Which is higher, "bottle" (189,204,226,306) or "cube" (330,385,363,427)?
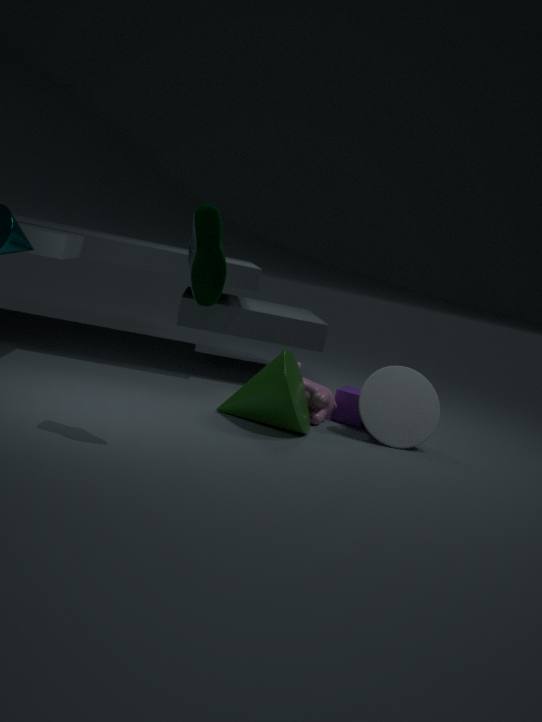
"bottle" (189,204,226,306)
